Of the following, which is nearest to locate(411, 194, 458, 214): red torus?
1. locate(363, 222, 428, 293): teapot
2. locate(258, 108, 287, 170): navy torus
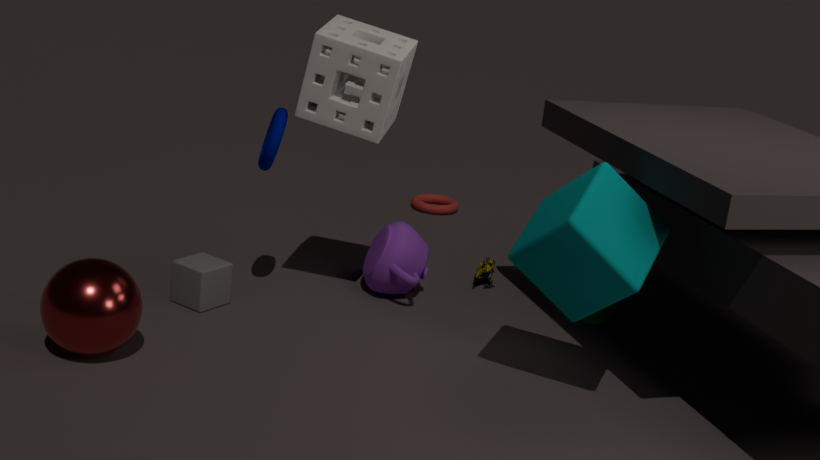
locate(363, 222, 428, 293): teapot
